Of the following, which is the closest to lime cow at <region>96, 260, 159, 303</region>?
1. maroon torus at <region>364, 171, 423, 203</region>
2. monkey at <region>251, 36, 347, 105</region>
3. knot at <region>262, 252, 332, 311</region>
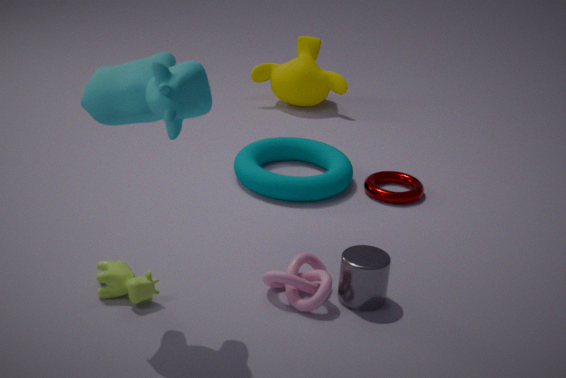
knot at <region>262, 252, 332, 311</region>
